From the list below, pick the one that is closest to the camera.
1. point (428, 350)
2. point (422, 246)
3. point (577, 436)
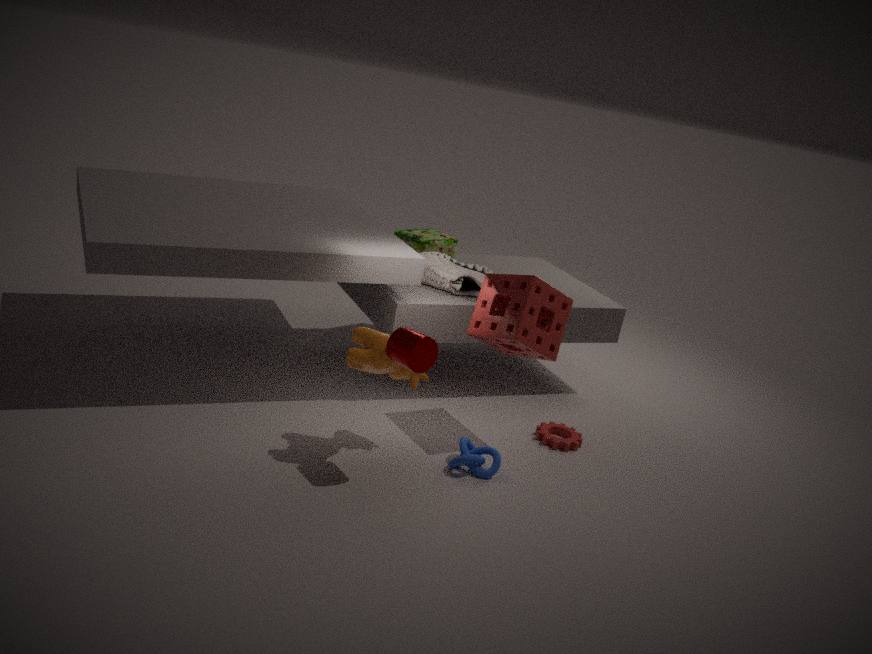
point (428, 350)
